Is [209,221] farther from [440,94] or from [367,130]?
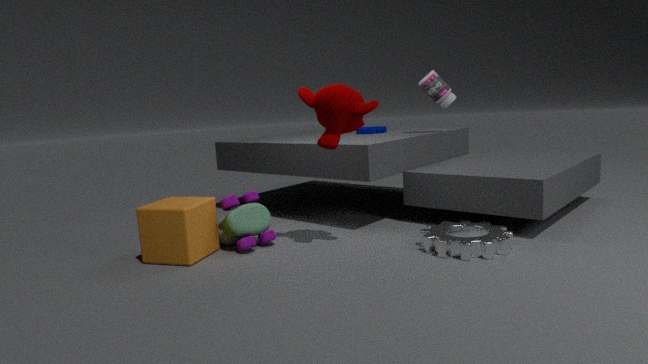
[440,94]
